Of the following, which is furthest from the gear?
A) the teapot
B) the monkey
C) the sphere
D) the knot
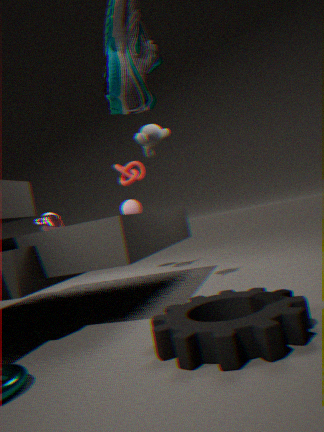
the sphere
